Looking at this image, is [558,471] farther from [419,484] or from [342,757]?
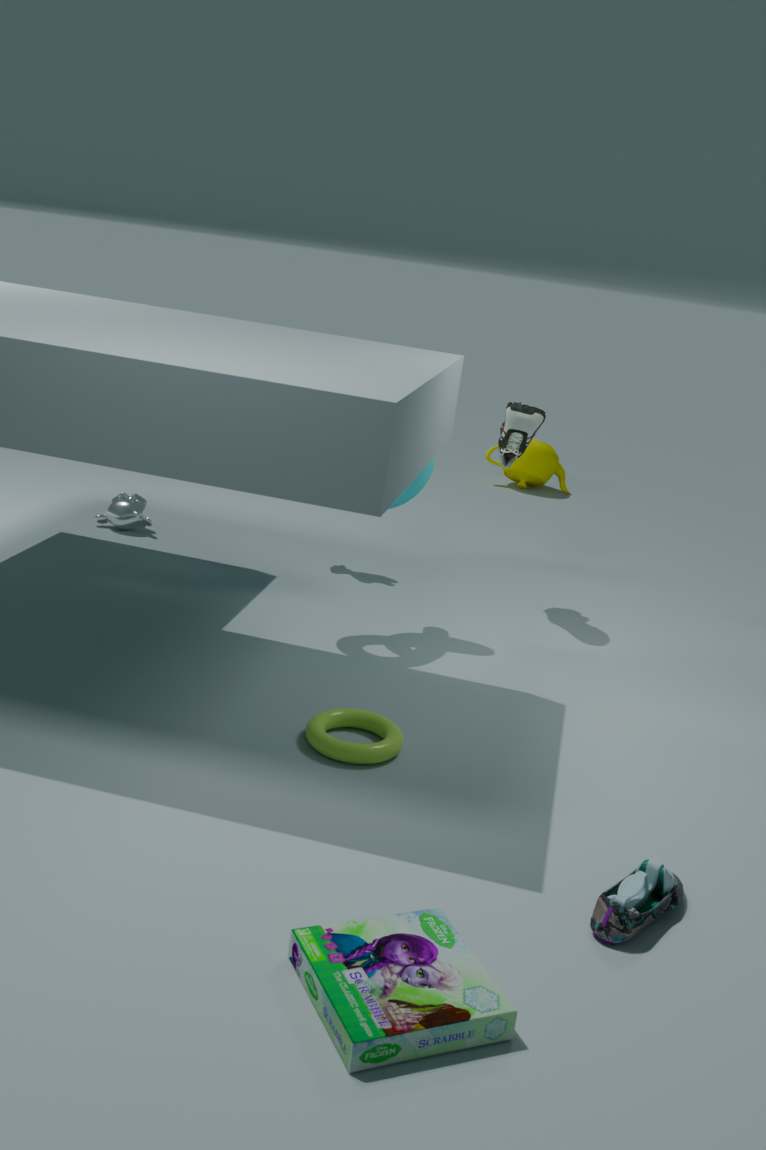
[342,757]
